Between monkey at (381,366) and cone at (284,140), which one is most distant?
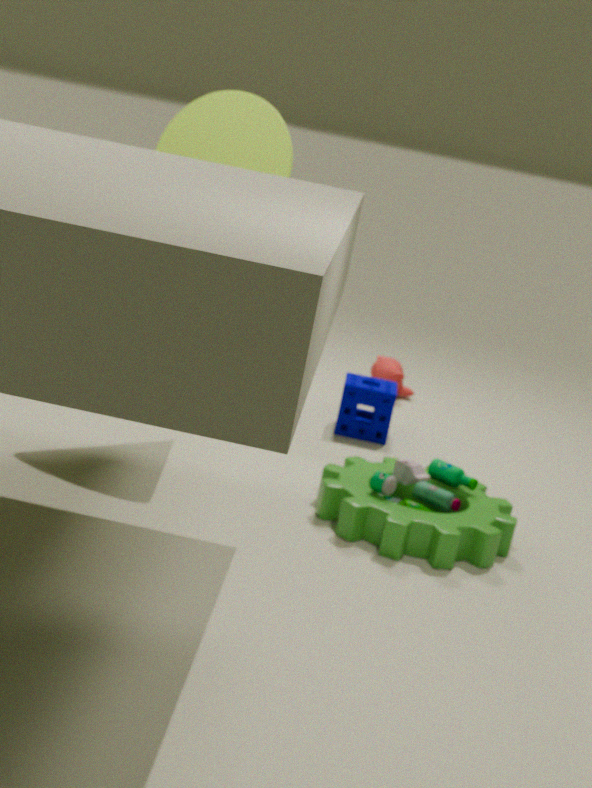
monkey at (381,366)
